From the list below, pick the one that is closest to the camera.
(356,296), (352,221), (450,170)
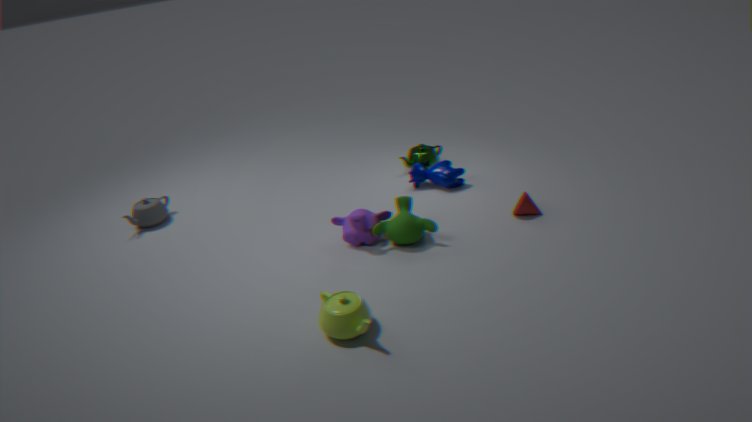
(356,296)
